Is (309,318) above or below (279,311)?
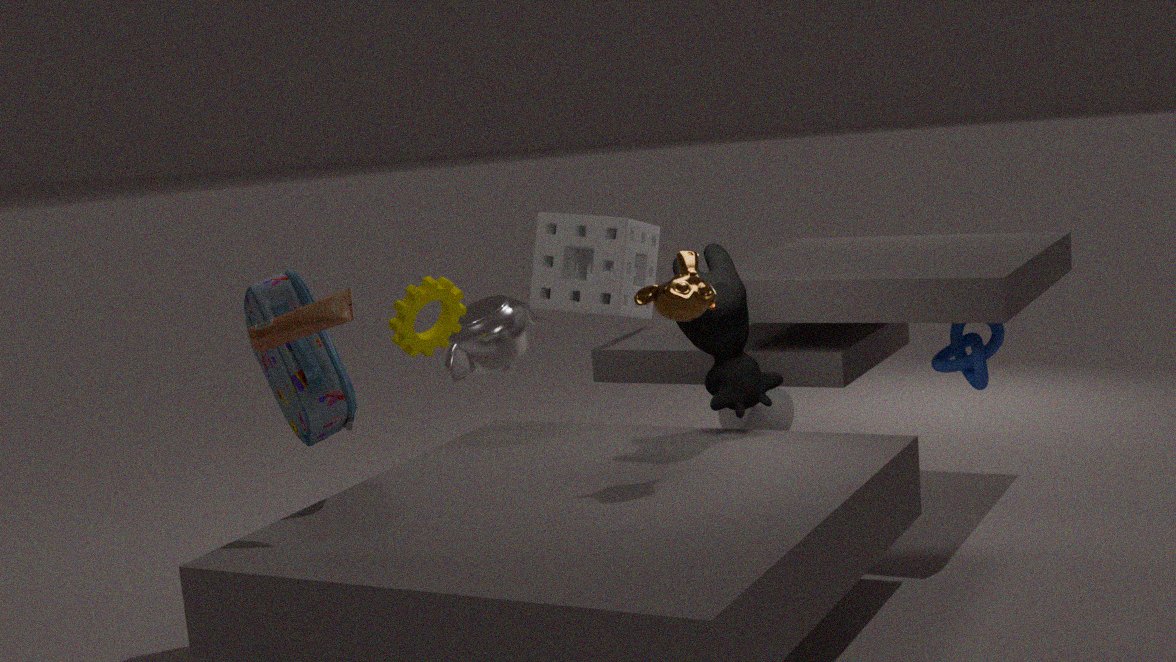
above
